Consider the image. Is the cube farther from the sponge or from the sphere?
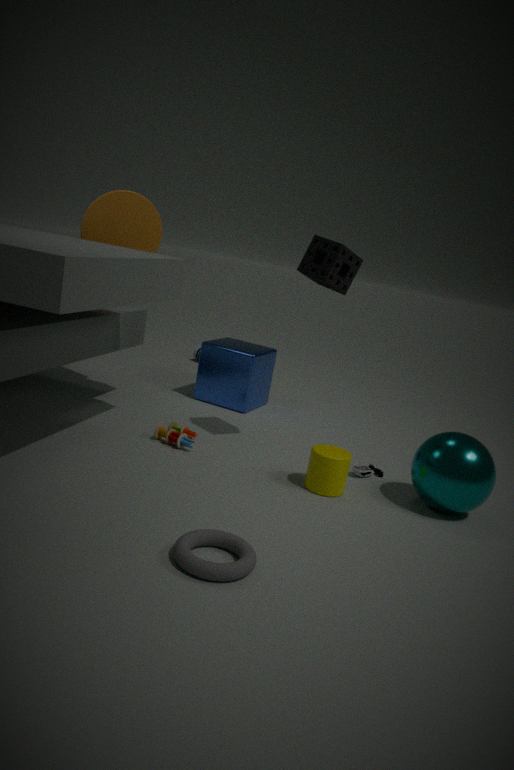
the sphere
